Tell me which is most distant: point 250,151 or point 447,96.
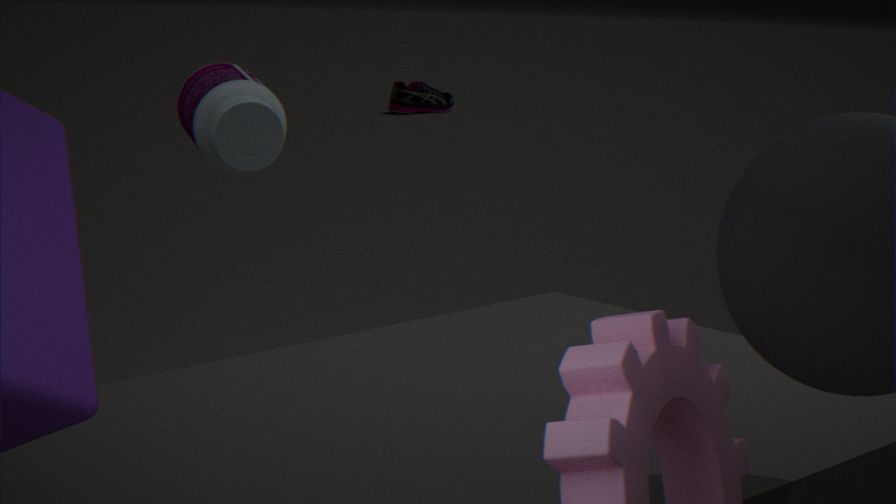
point 447,96
